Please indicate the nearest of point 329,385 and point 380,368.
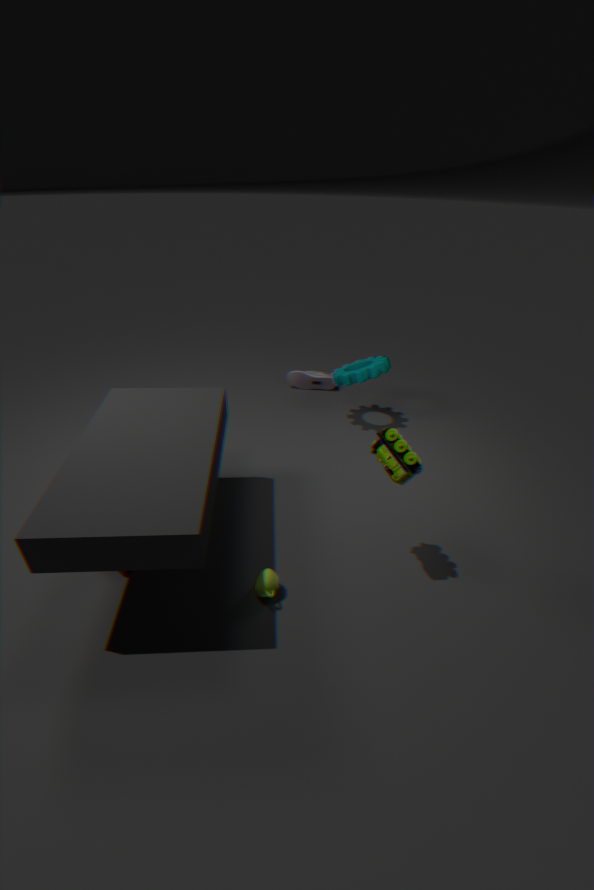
point 380,368
